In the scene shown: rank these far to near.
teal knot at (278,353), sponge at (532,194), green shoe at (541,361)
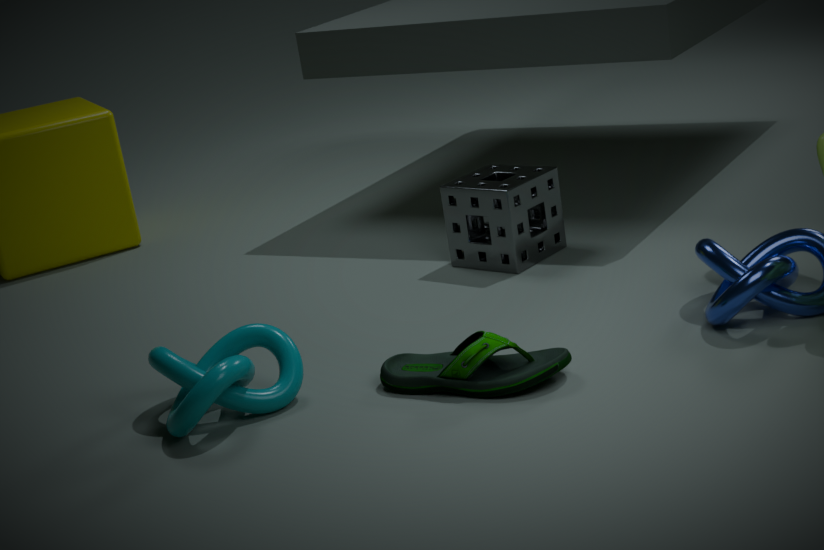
sponge at (532,194)
green shoe at (541,361)
teal knot at (278,353)
